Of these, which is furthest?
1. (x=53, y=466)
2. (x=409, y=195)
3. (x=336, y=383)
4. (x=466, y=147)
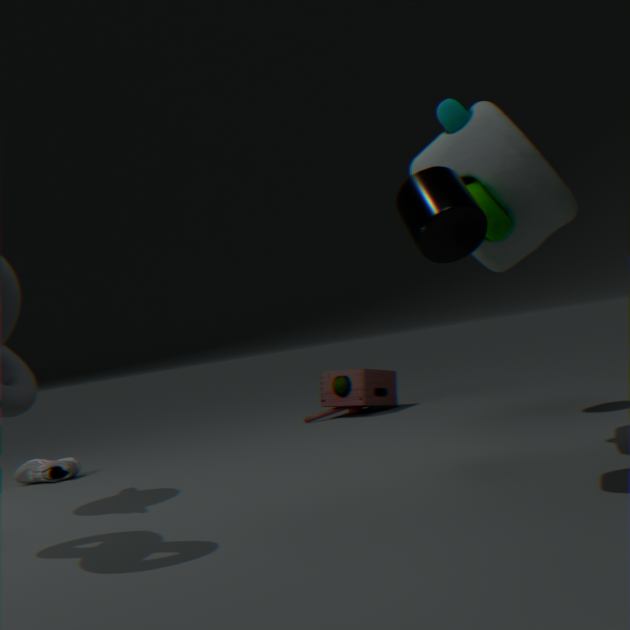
(x=336, y=383)
